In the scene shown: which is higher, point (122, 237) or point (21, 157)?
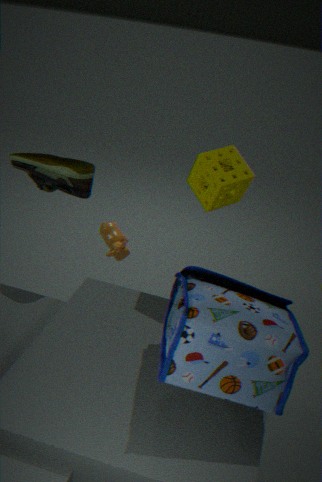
point (21, 157)
